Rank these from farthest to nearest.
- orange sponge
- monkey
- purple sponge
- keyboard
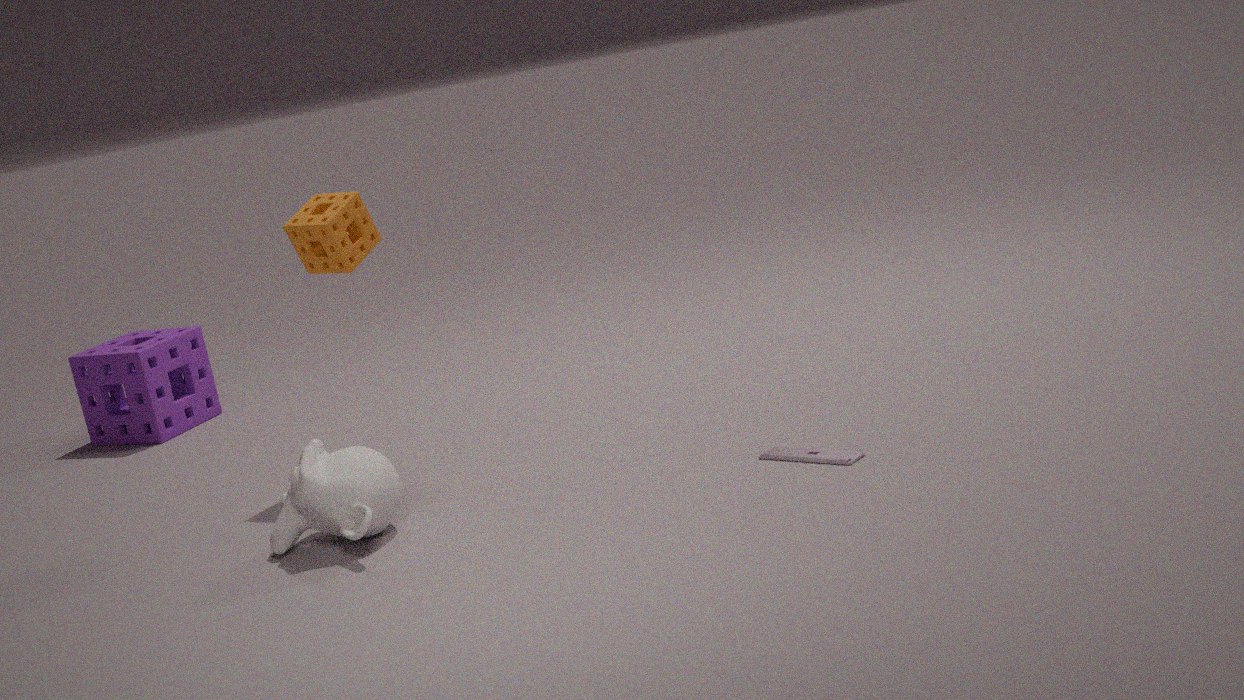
1. purple sponge
2. orange sponge
3. keyboard
4. monkey
